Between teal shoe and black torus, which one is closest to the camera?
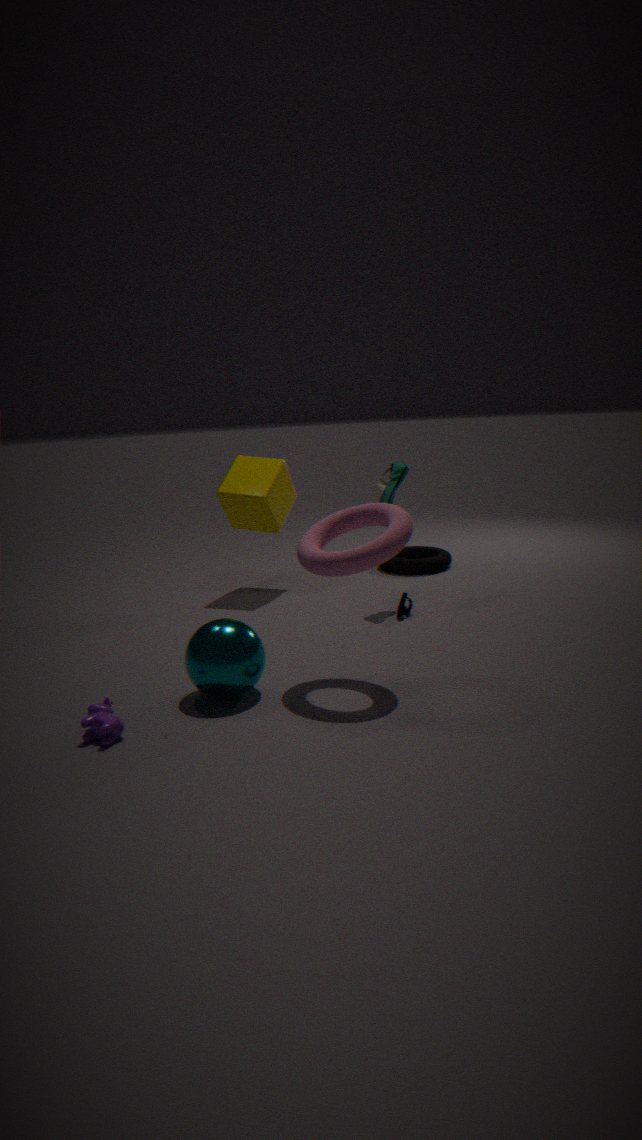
teal shoe
